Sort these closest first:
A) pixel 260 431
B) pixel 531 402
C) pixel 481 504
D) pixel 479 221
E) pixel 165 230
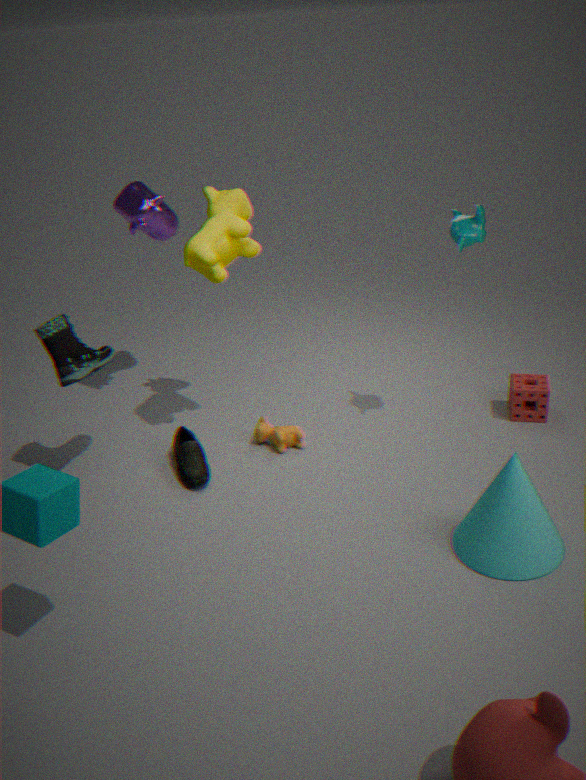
pixel 481 504 → pixel 479 221 → pixel 260 431 → pixel 531 402 → pixel 165 230
